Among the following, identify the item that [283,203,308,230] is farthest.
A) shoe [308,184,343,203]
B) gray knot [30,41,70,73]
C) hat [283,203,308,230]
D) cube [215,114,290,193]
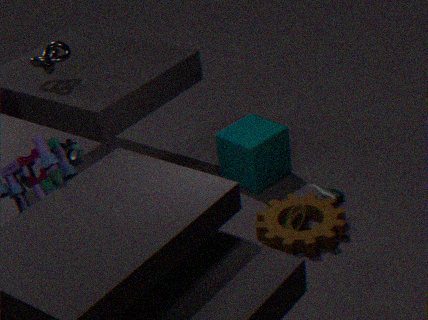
cube [215,114,290,193]
